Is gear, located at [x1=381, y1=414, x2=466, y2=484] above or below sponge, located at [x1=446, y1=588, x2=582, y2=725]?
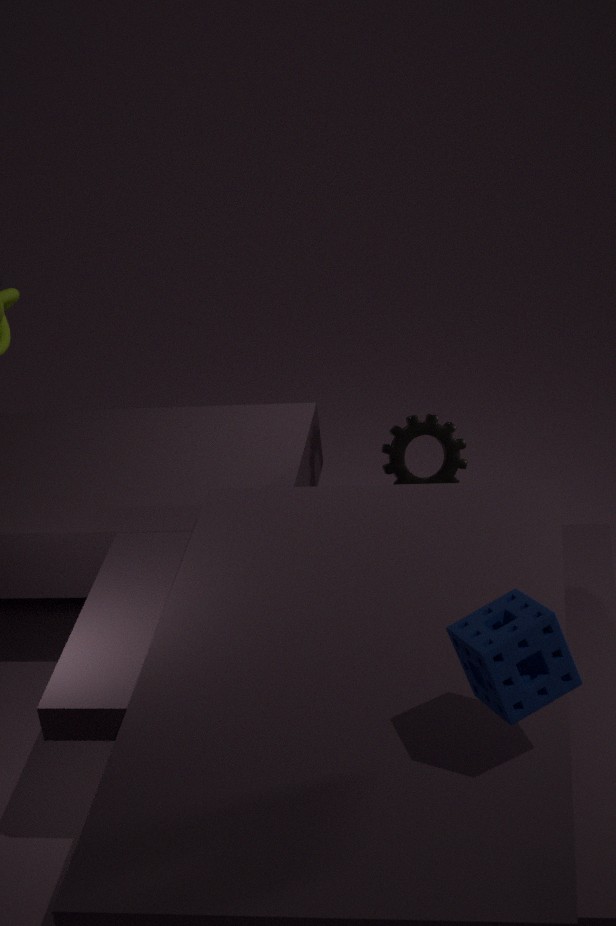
below
